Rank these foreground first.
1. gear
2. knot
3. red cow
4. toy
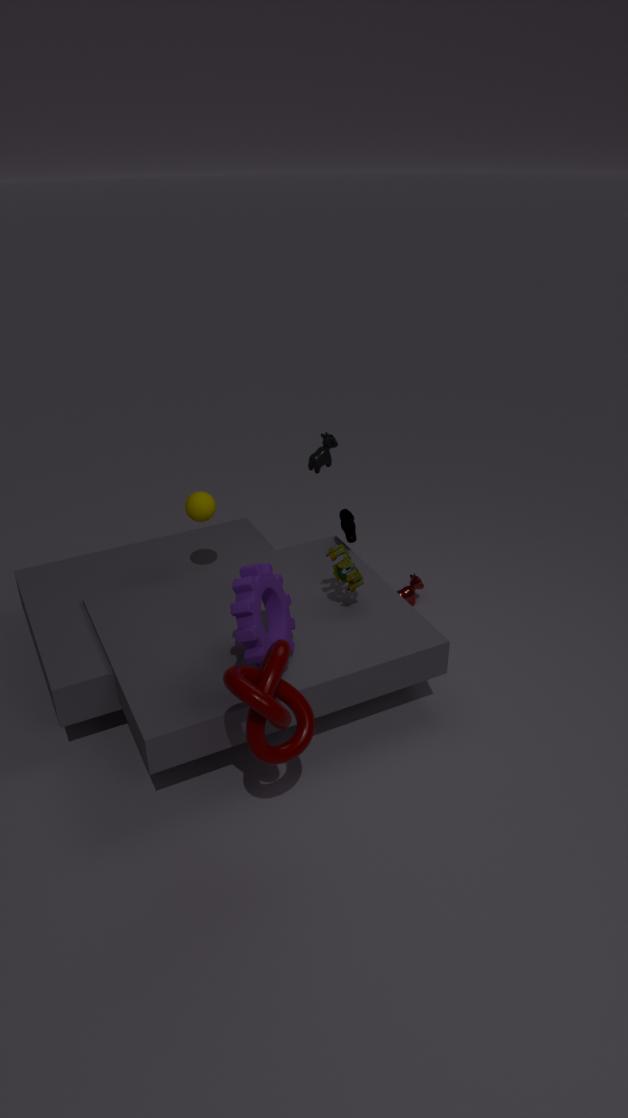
knot
gear
toy
red cow
